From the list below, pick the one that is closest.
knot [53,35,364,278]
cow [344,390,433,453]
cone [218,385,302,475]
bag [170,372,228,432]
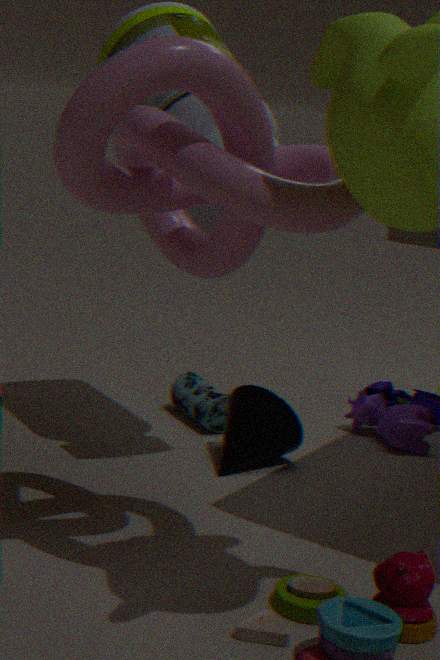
knot [53,35,364,278]
